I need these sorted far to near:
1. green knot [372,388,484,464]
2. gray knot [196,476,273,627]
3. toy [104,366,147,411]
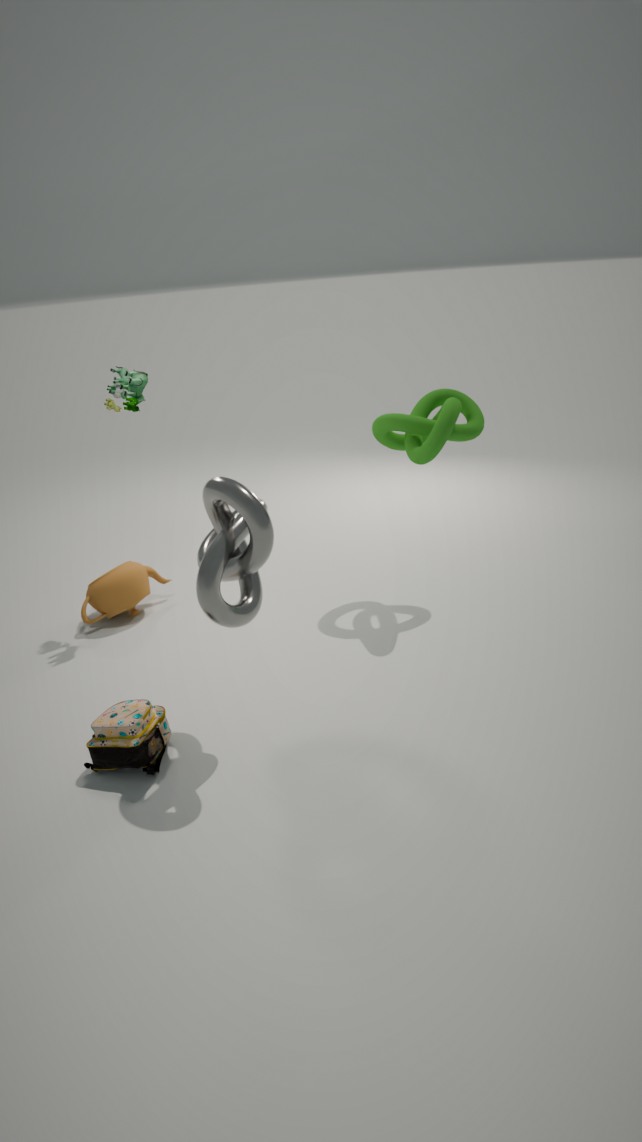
toy [104,366,147,411] < green knot [372,388,484,464] < gray knot [196,476,273,627]
